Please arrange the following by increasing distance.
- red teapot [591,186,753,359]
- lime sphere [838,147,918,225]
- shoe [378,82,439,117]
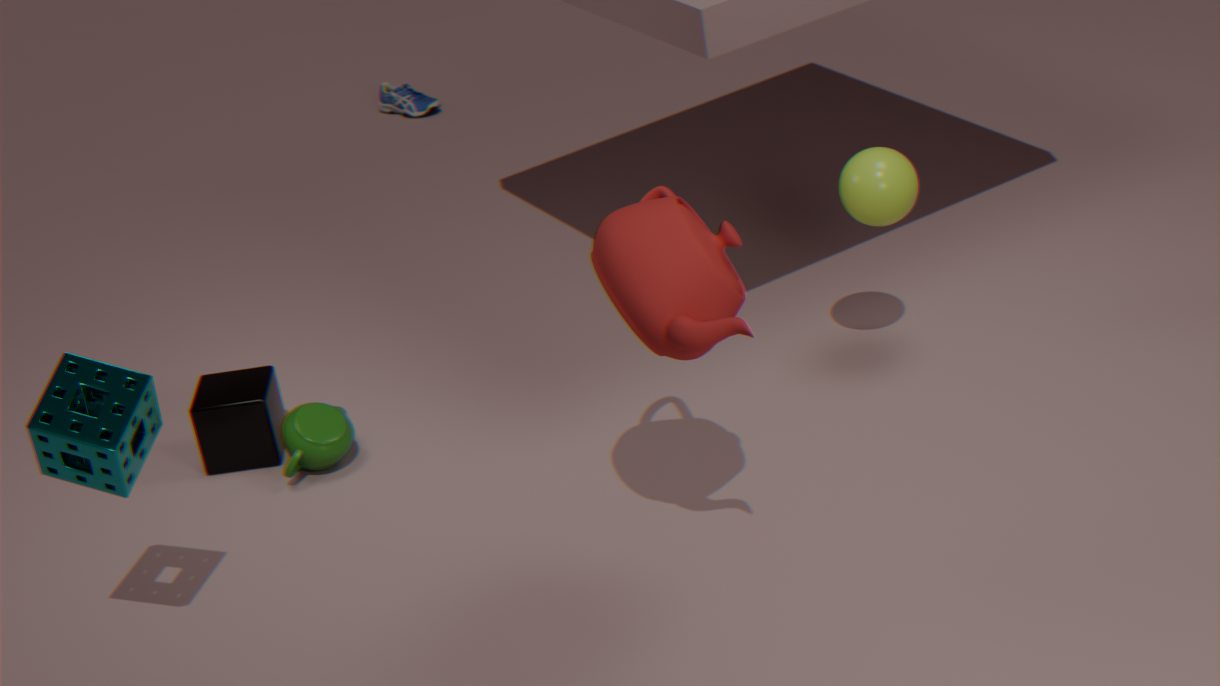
red teapot [591,186,753,359] < lime sphere [838,147,918,225] < shoe [378,82,439,117]
